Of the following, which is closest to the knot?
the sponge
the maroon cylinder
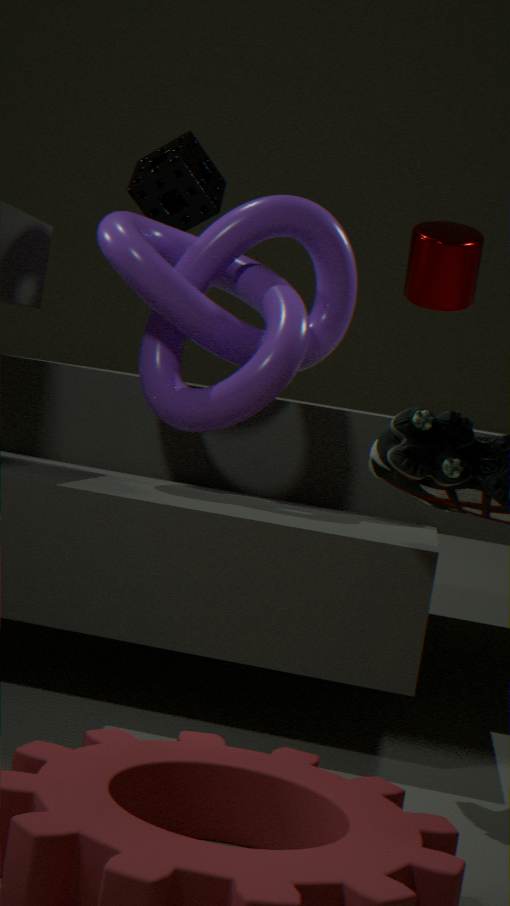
the maroon cylinder
